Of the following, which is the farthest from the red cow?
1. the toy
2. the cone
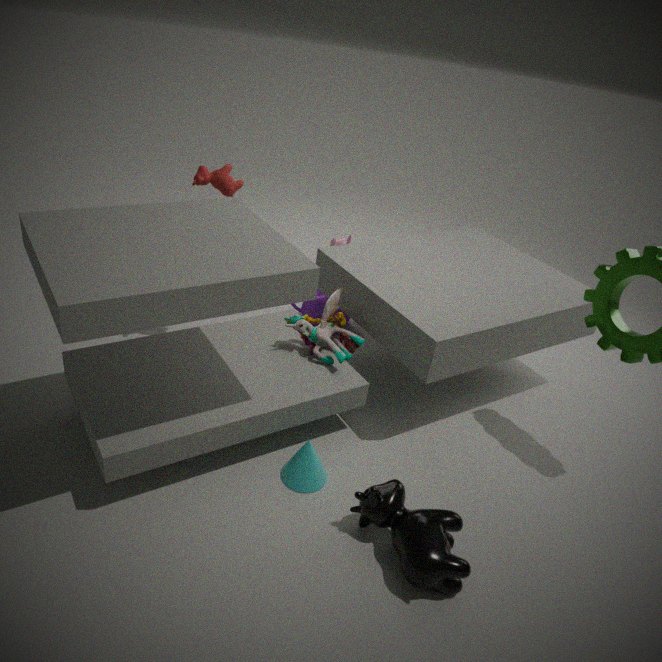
the cone
